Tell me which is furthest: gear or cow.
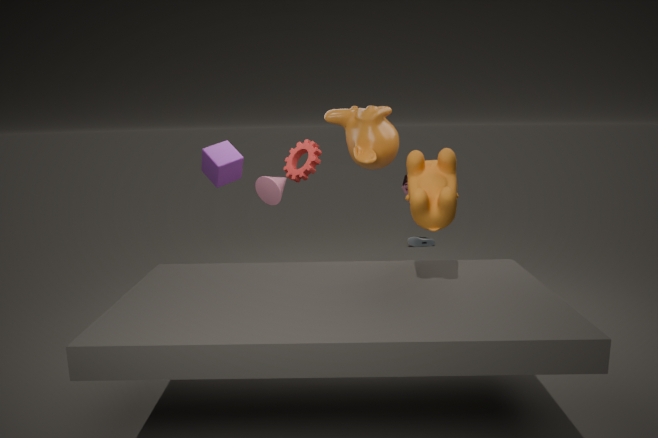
gear
